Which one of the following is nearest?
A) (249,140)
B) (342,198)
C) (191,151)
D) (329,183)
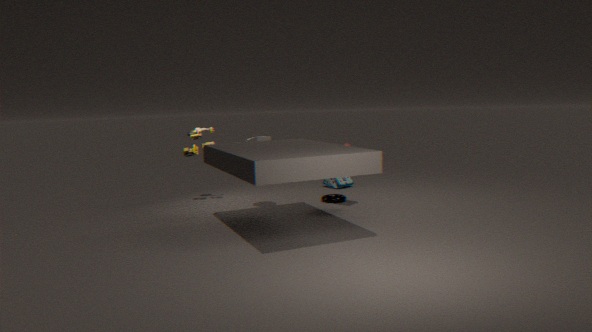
(249,140)
